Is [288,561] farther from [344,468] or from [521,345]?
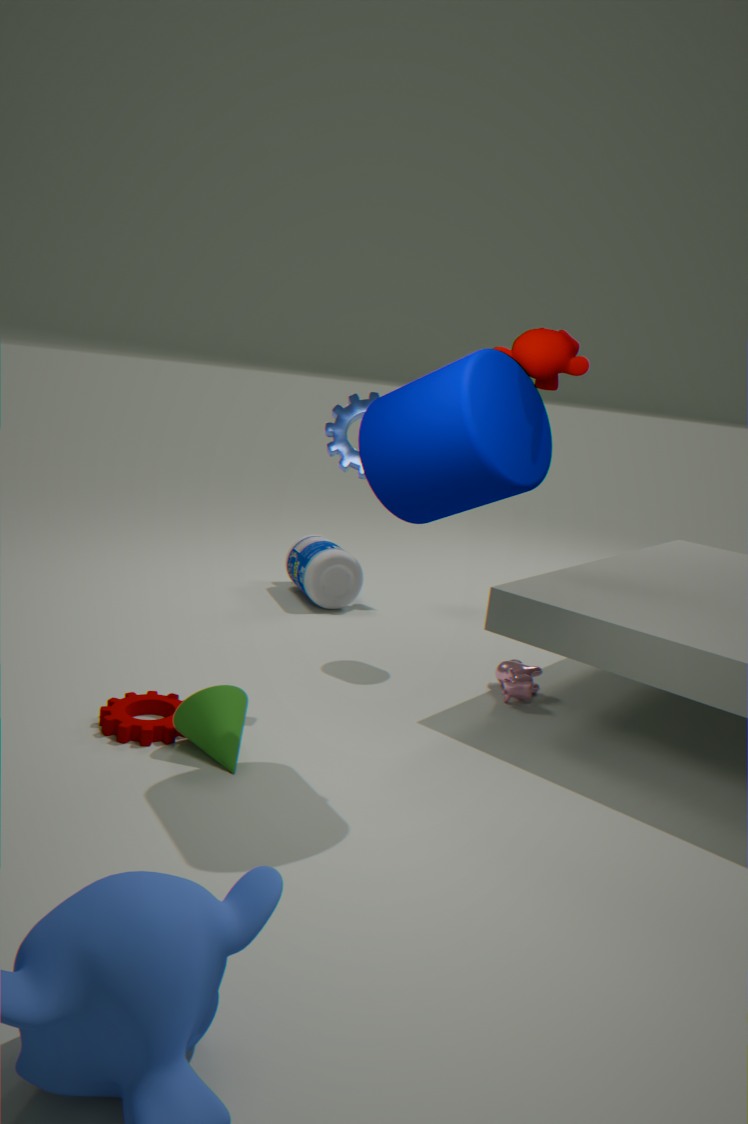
[521,345]
